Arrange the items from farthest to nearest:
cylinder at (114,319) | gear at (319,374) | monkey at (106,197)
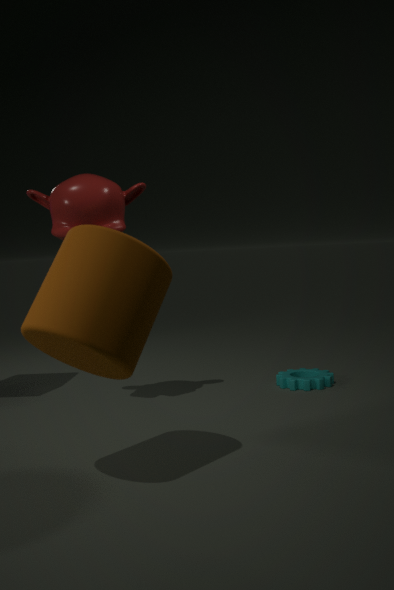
gear at (319,374), monkey at (106,197), cylinder at (114,319)
